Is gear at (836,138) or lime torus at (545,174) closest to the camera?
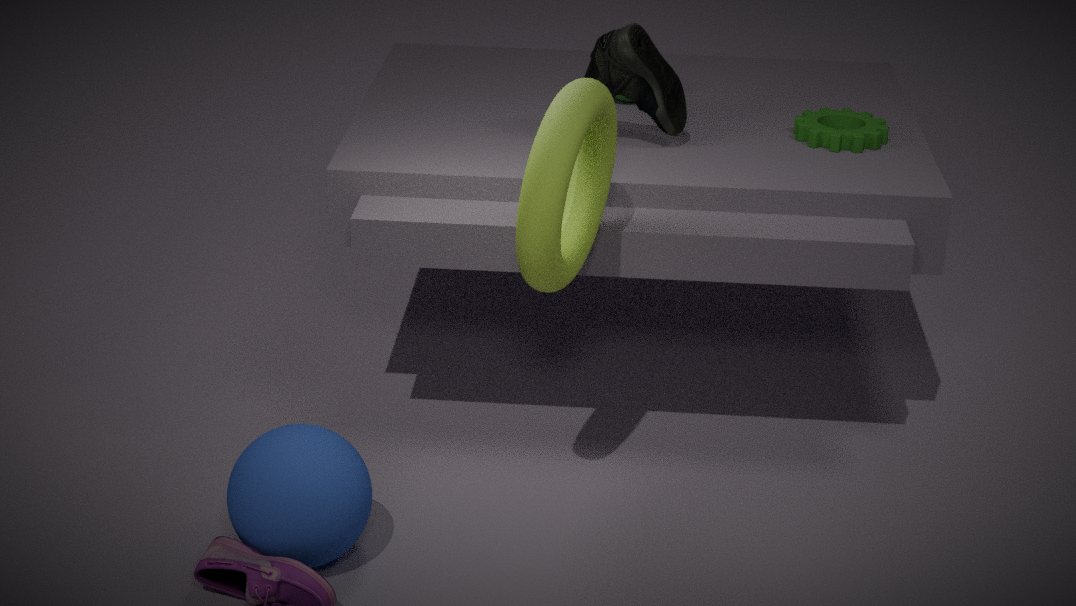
lime torus at (545,174)
